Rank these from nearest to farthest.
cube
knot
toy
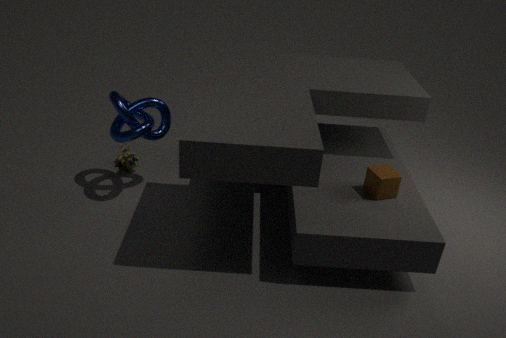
cube < knot < toy
